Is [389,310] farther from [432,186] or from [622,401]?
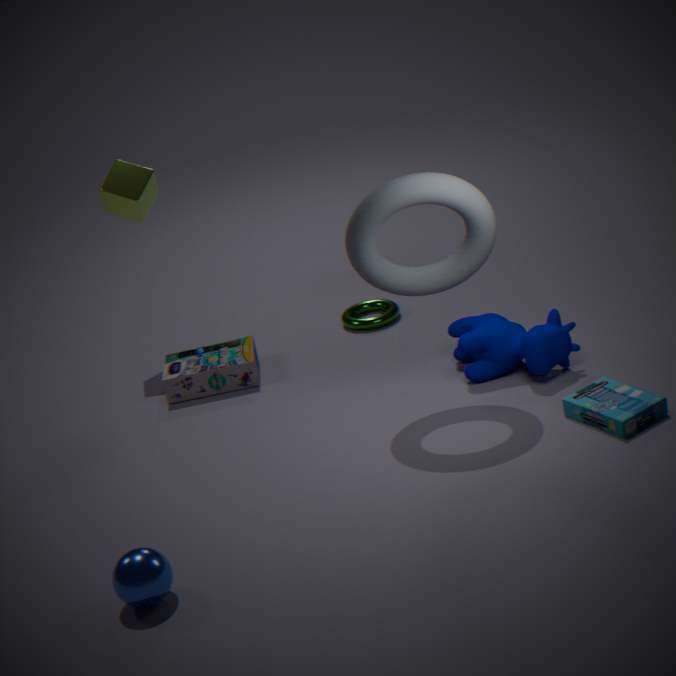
[622,401]
